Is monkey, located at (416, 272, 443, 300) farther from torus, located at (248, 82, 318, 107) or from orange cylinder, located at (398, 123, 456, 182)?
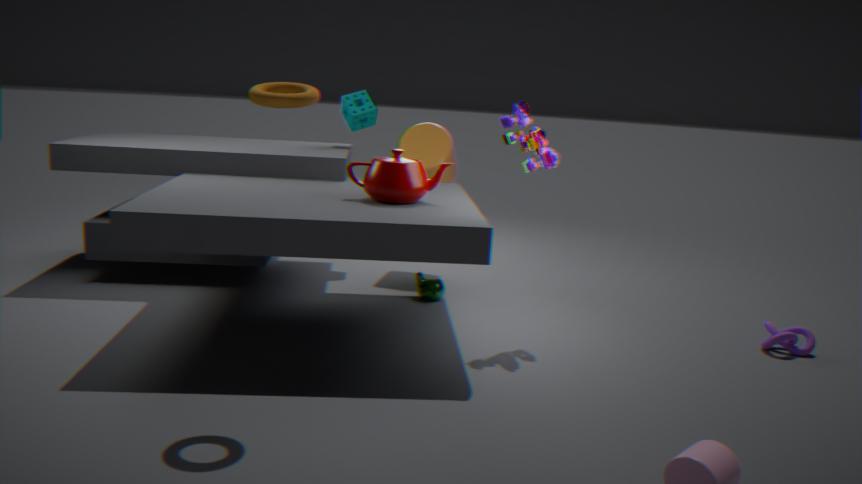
torus, located at (248, 82, 318, 107)
